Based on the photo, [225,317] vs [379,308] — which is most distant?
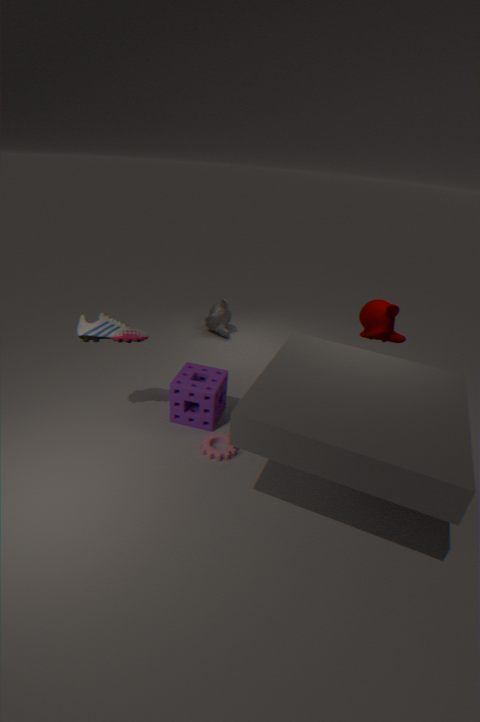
[225,317]
